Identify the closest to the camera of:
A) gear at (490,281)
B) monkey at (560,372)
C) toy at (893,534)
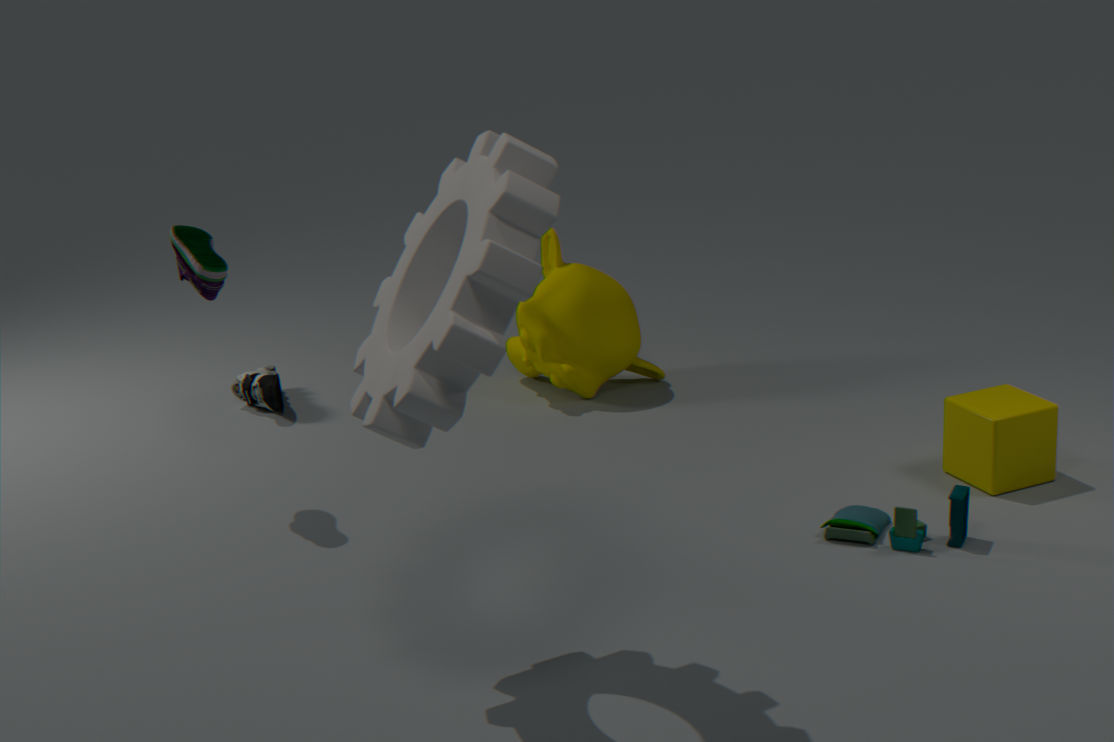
gear at (490,281)
